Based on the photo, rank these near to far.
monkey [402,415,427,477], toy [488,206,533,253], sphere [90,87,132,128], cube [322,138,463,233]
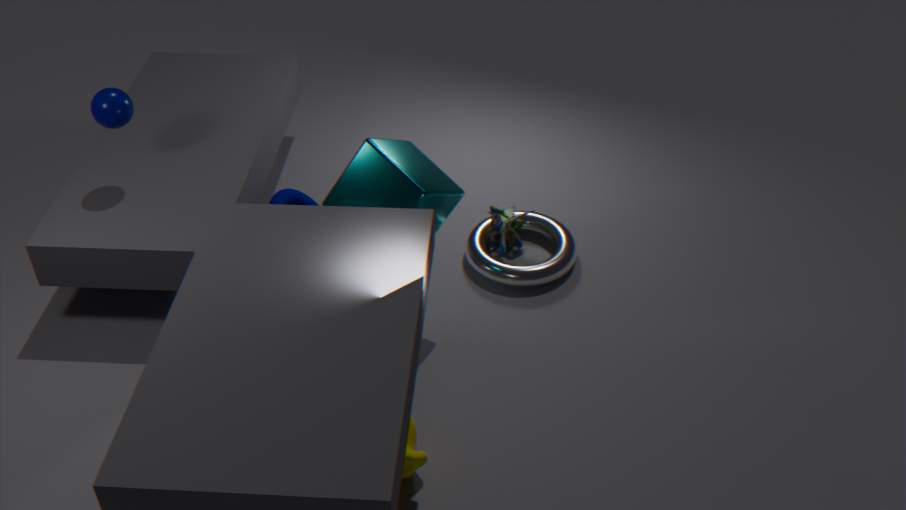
monkey [402,415,427,477] < cube [322,138,463,233] < sphere [90,87,132,128] < toy [488,206,533,253]
